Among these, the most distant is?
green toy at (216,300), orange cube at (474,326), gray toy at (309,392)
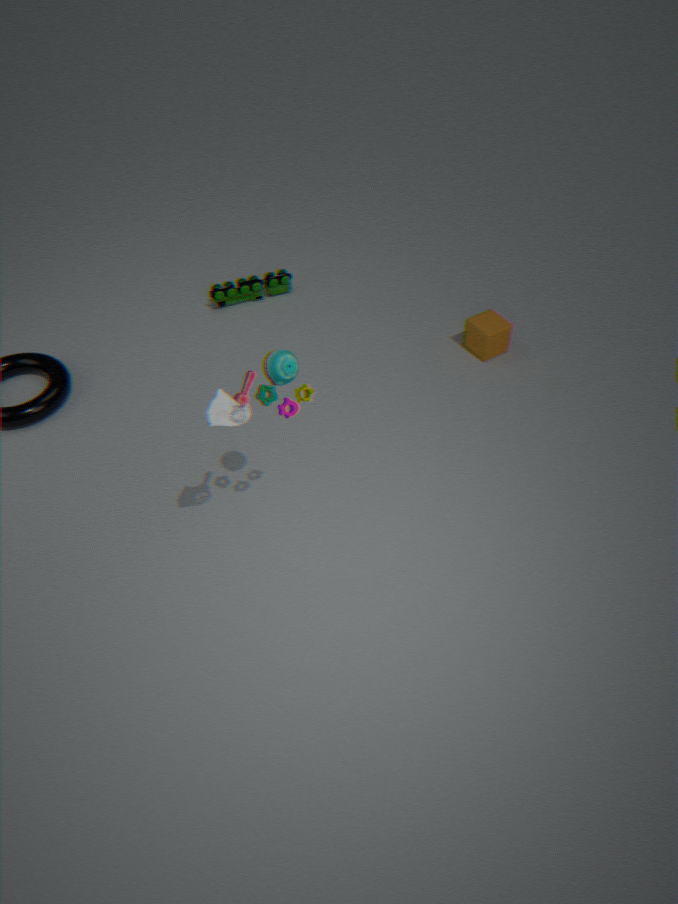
green toy at (216,300)
